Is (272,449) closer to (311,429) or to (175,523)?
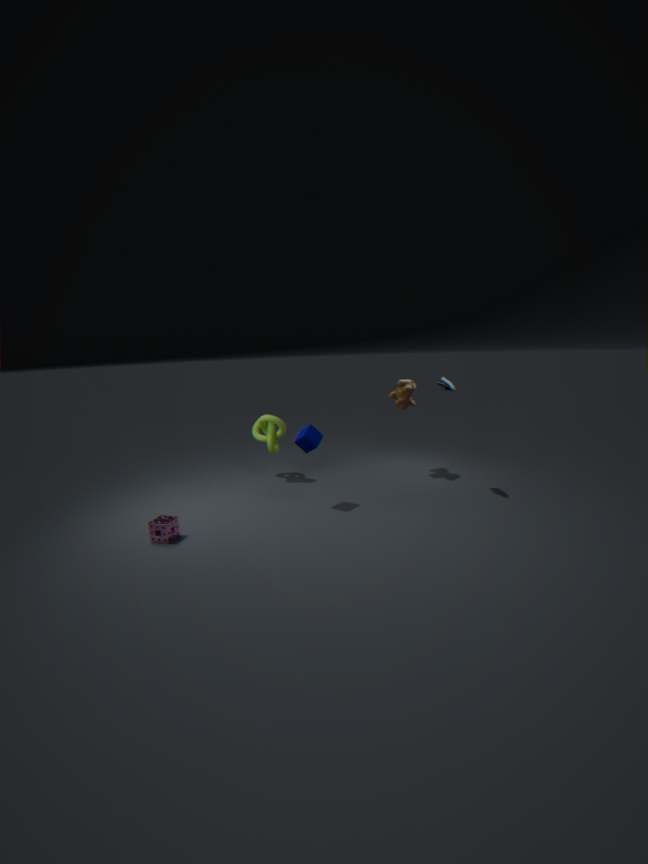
(311,429)
